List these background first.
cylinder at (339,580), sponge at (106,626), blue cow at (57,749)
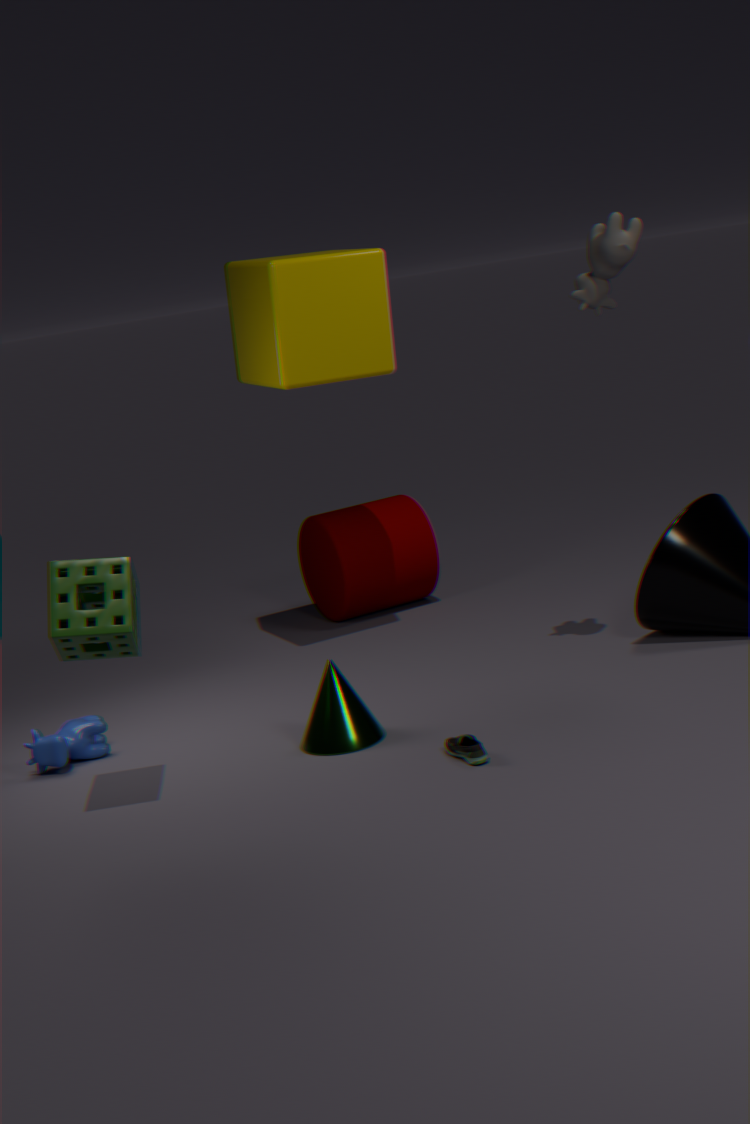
cylinder at (339,580)
blue cow at (57,749)
sponge at (106,626)
